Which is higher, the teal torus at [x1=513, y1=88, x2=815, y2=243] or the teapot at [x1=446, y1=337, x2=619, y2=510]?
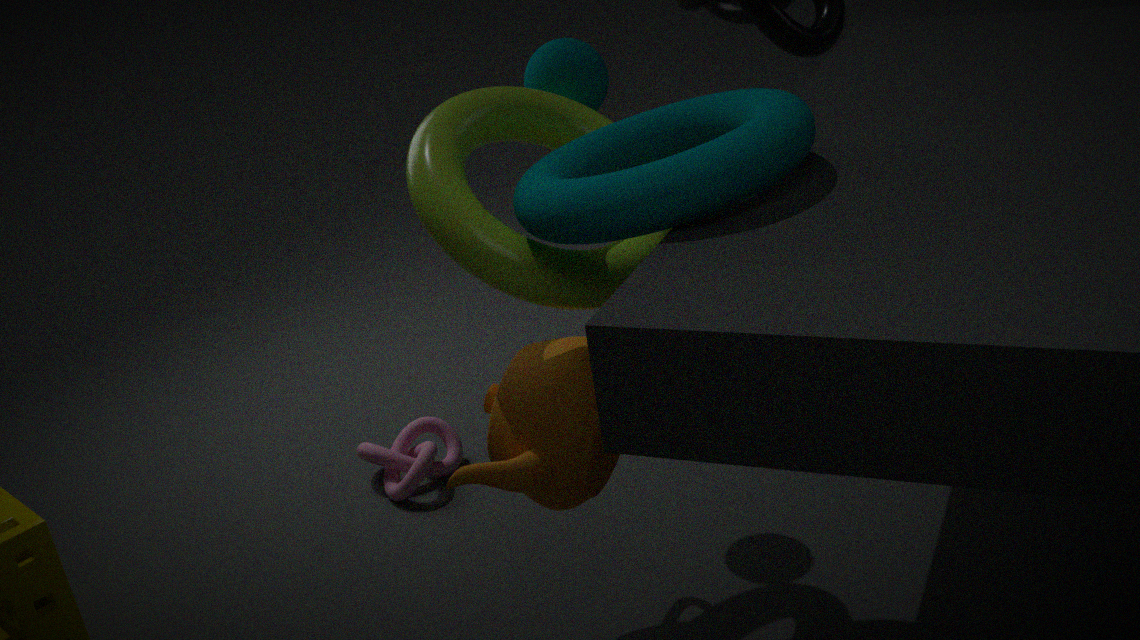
the teal torus at [x1=513, y1=88, x2=815, y2=243]
